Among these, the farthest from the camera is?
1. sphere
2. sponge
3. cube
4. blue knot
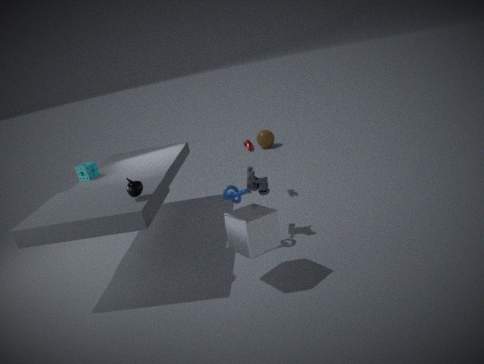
sphere
